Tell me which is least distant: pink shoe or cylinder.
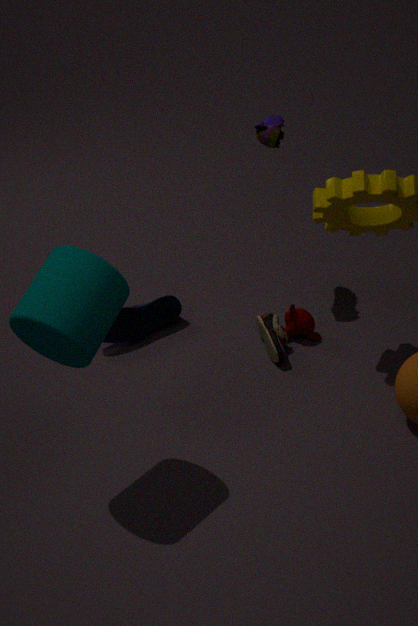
cylinder
